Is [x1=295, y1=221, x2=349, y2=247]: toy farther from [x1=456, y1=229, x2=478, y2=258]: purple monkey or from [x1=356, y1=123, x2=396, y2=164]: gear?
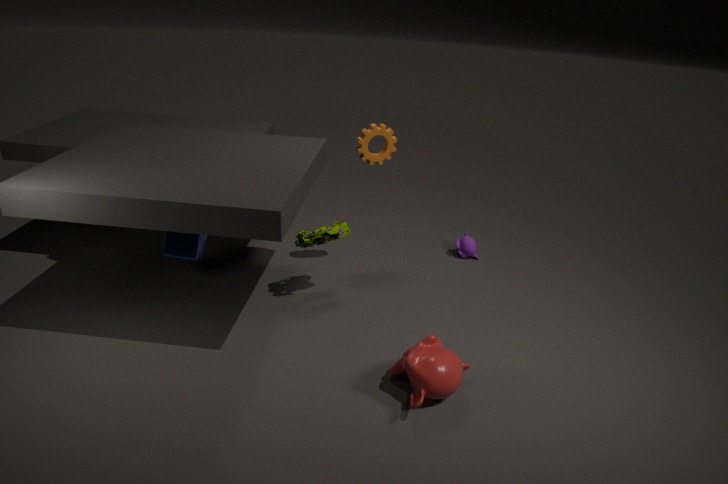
[x1=456, y1=229, x2=478, y2=258]: purple monkey
